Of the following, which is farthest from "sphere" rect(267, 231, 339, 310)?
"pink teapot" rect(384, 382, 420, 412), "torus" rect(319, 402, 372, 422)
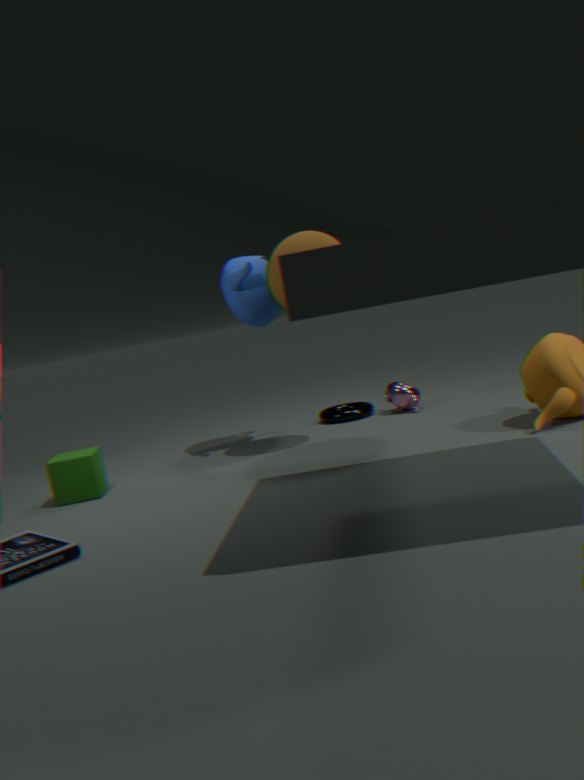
"torus" rect(319, 402, 372, 422)
